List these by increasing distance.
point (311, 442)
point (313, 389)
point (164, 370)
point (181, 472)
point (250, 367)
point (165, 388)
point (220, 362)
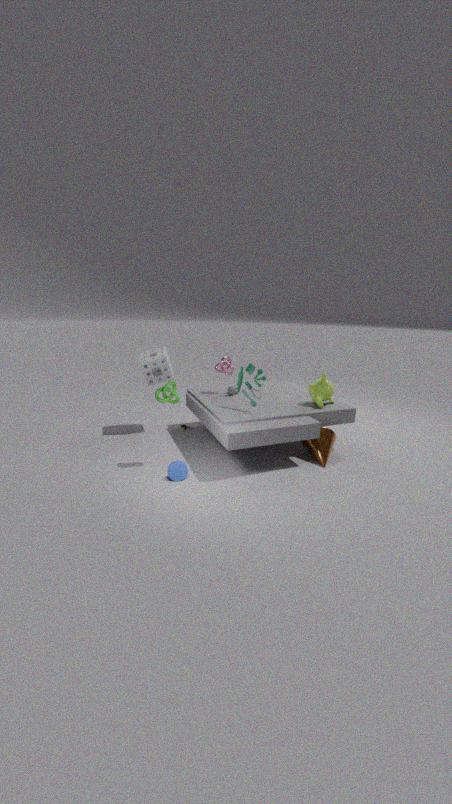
point (181, 472)
point (165, 388)
point (250, 367)
point (311, 442)
point (313, 389)
point (164, 370)
point (220, 362)
